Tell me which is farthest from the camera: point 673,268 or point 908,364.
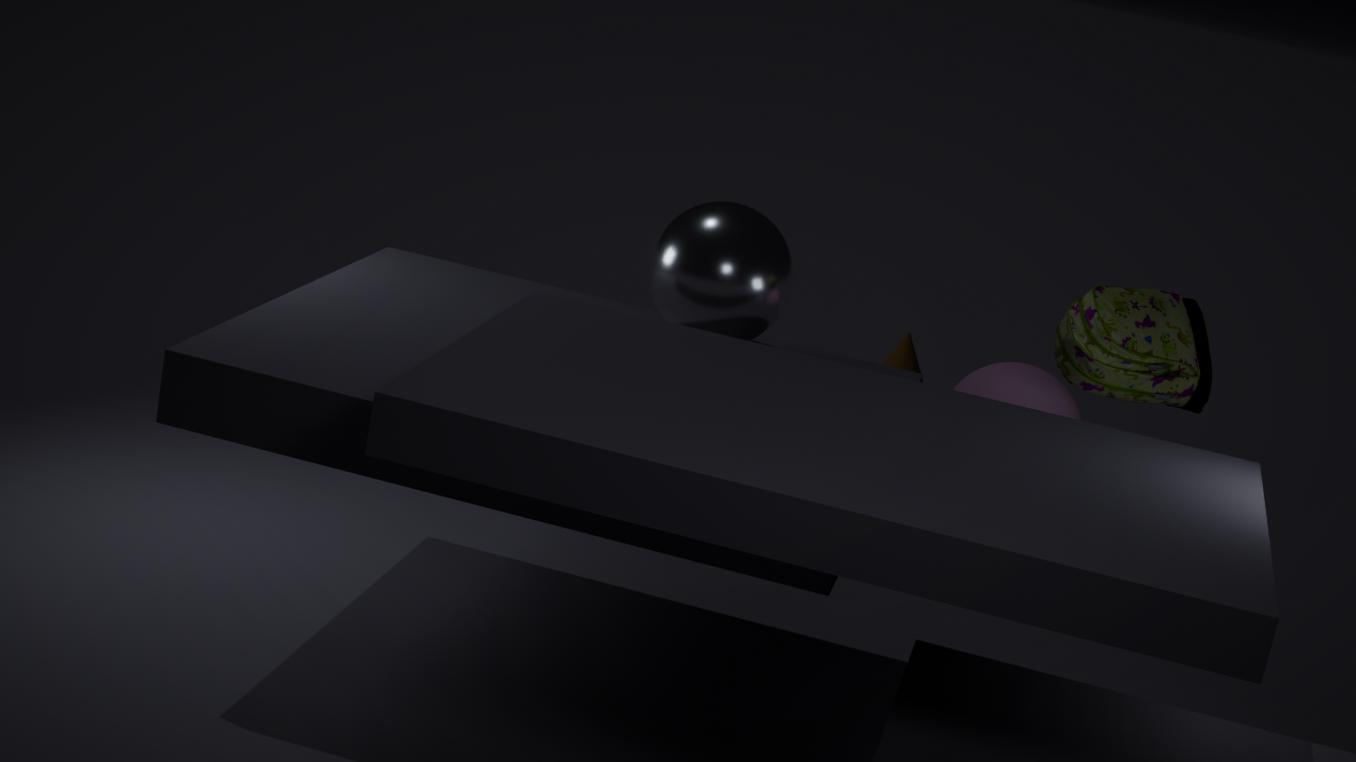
point 908,364
